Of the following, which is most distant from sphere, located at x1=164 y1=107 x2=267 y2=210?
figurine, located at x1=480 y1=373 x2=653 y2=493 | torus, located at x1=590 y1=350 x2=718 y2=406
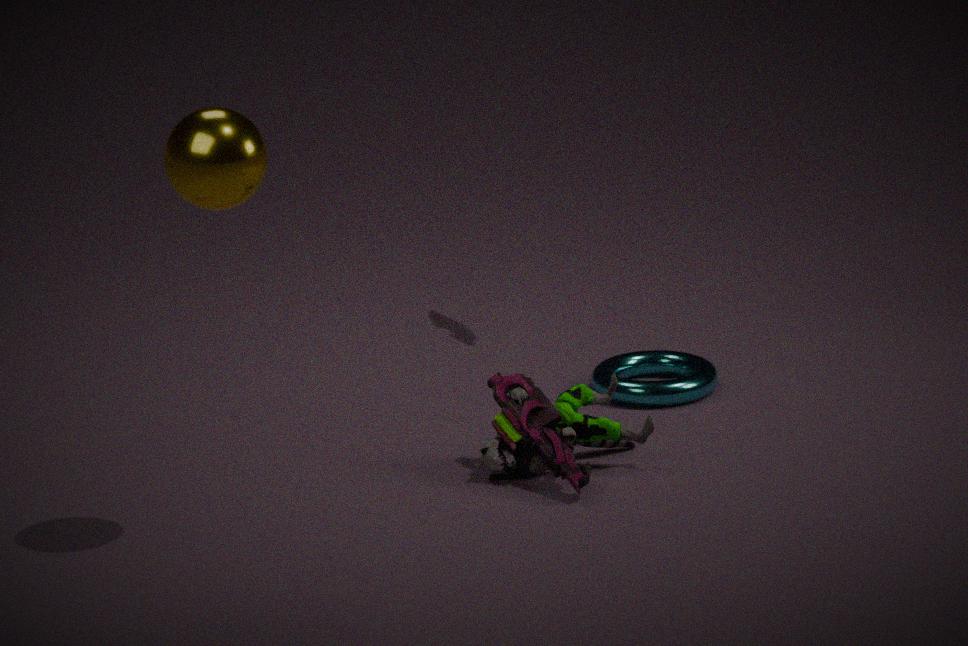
torus, located at x1=590 y1=350 x2=718 y2=406
